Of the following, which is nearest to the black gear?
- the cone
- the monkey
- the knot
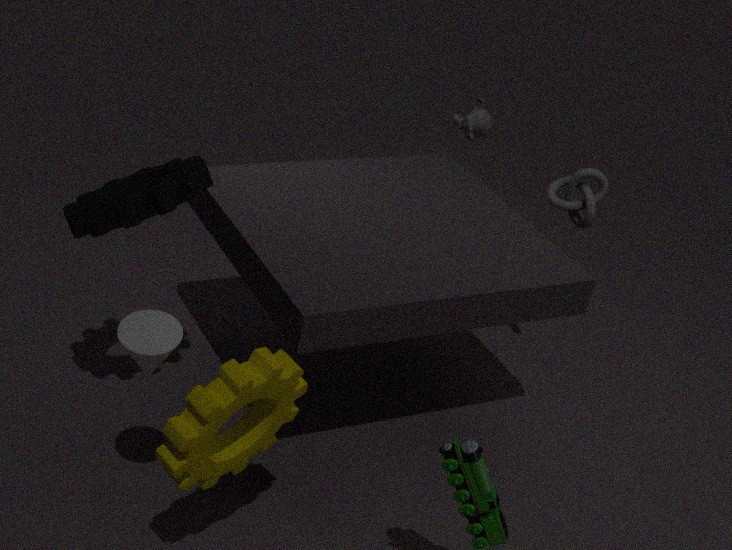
the cone
